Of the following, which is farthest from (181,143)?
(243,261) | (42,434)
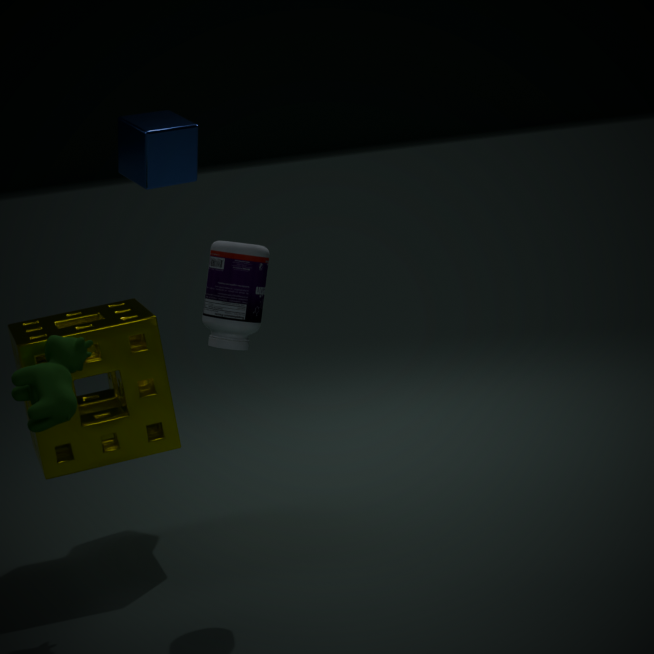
(243,261)
